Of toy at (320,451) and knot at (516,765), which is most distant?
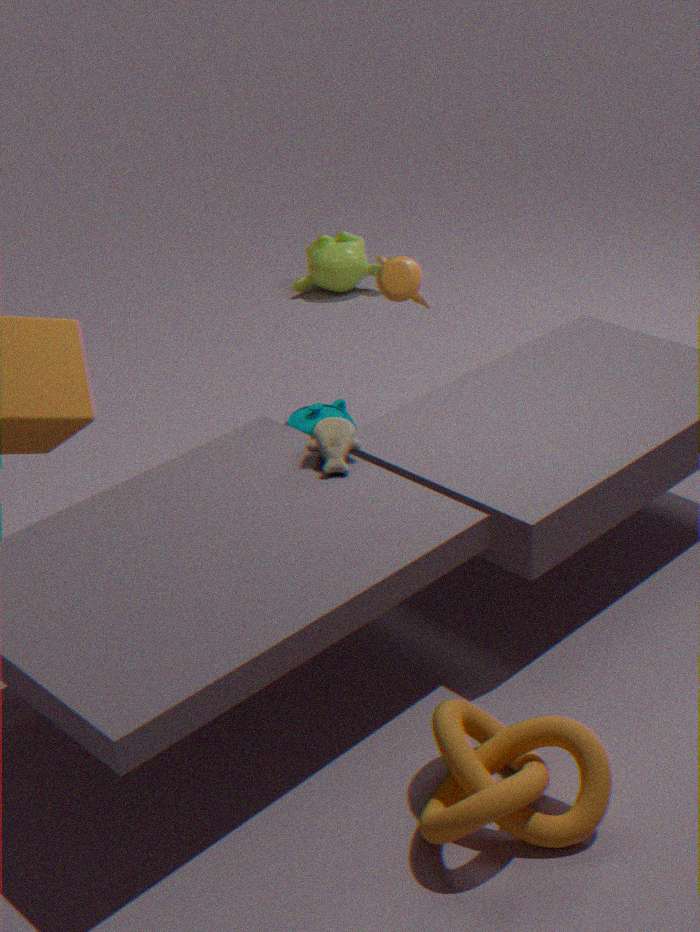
toy at (320,451)
